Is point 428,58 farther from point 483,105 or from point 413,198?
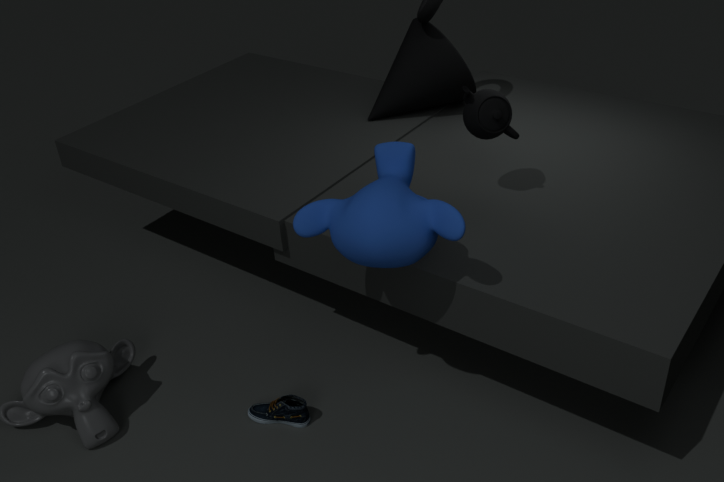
point 413,198
